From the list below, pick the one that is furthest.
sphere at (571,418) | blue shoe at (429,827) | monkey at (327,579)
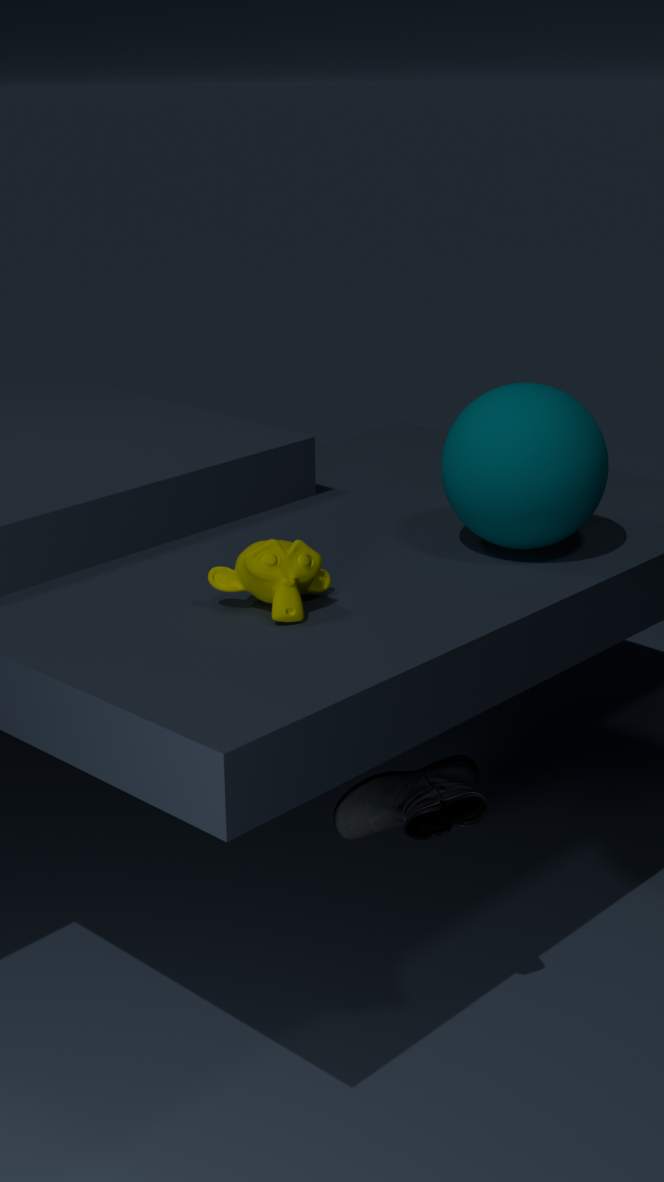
sphere at (571,418)
